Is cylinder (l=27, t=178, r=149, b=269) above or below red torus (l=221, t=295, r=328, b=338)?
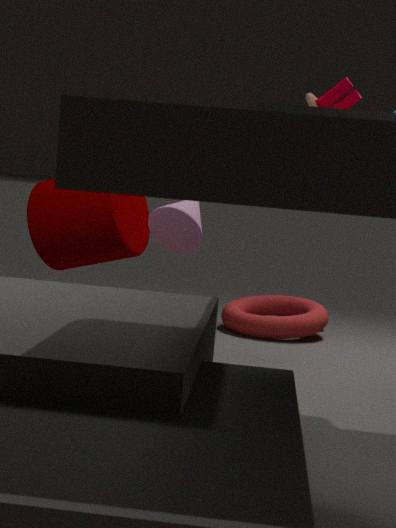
above
